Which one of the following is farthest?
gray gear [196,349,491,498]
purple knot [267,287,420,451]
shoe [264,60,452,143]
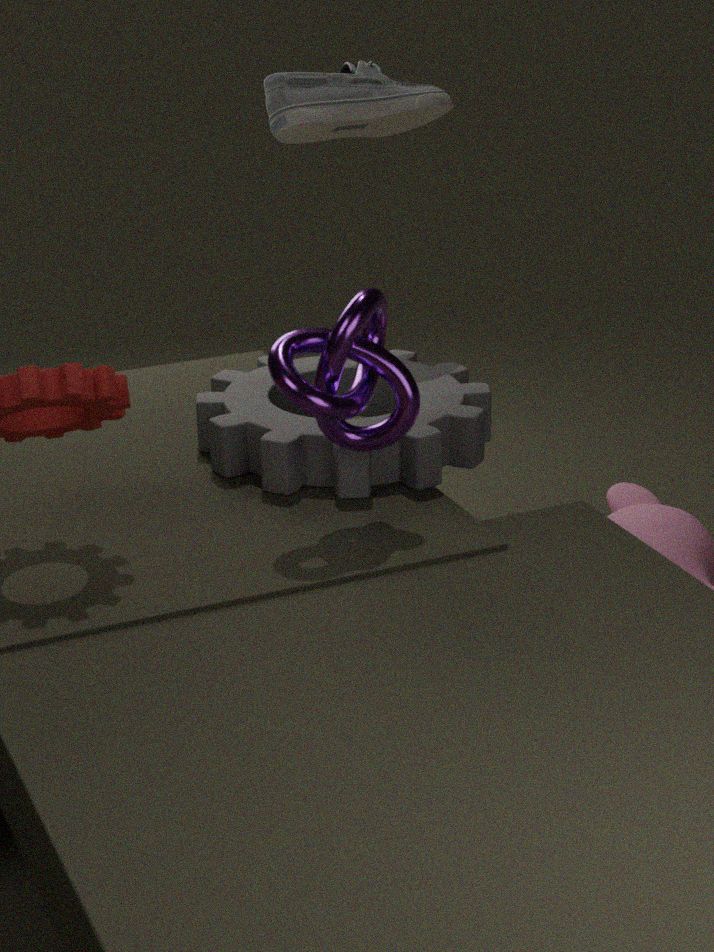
shoe [264,60,452,143]
